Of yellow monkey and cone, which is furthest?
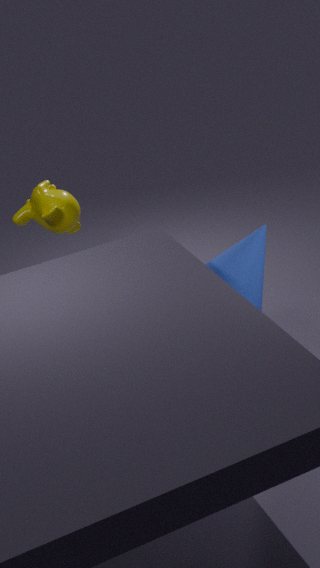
yellow monkey
